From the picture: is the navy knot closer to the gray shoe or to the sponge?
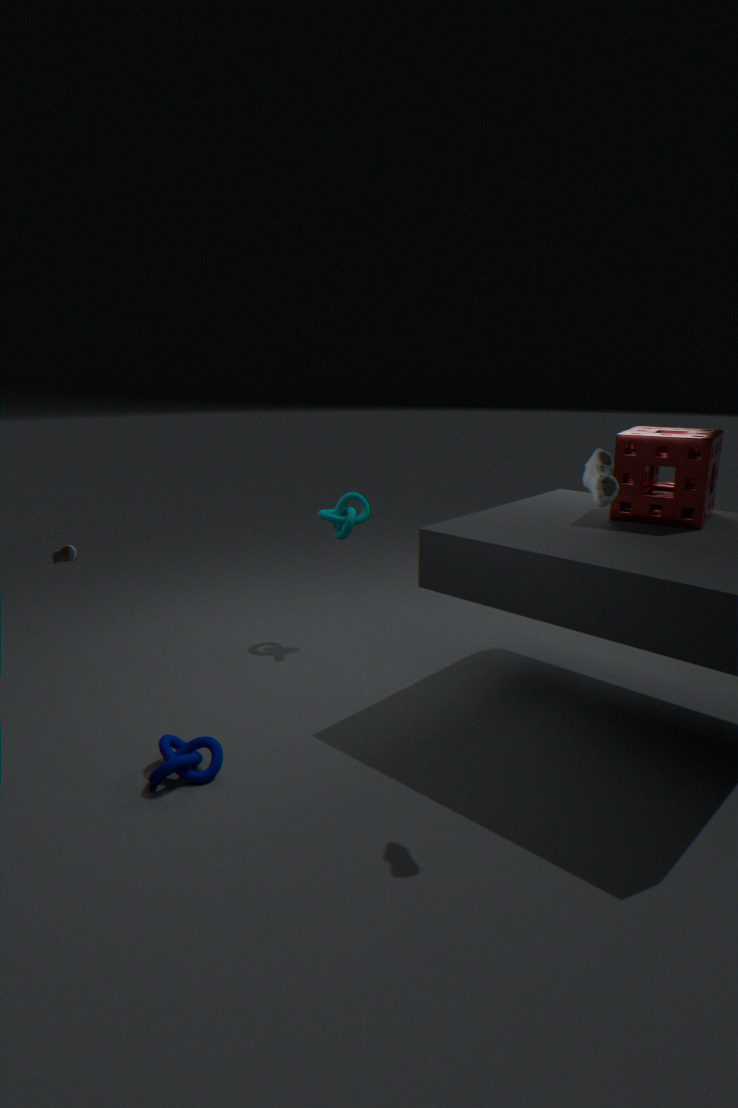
the gray shoe
